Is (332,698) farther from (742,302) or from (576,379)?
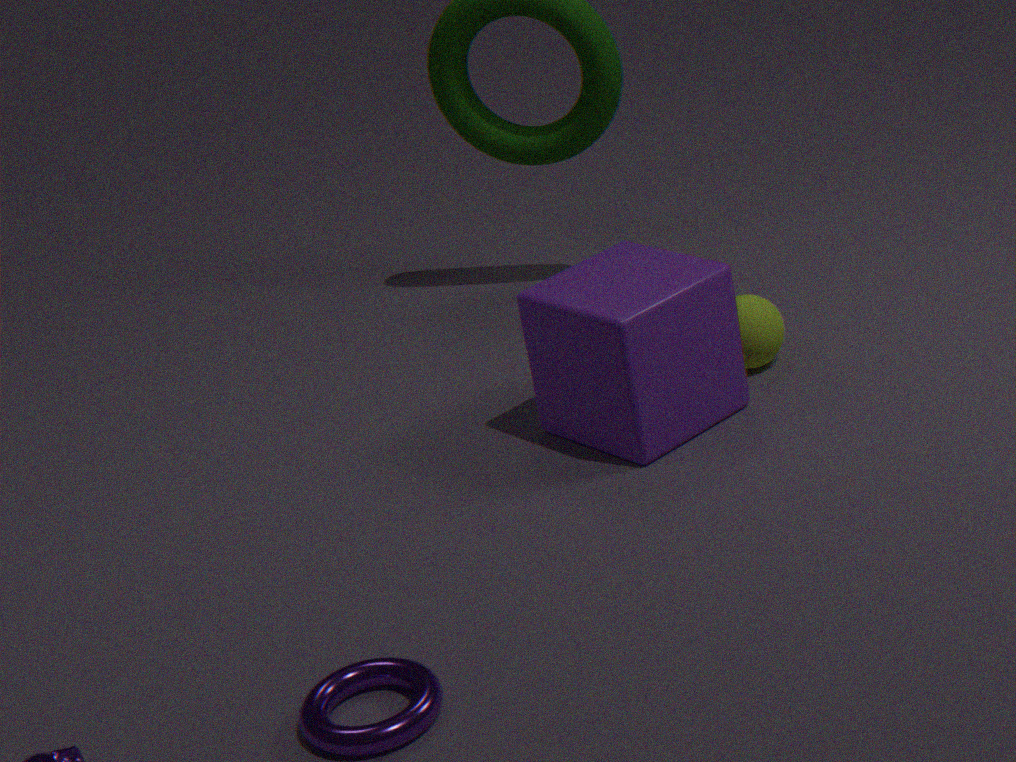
(742,302)
